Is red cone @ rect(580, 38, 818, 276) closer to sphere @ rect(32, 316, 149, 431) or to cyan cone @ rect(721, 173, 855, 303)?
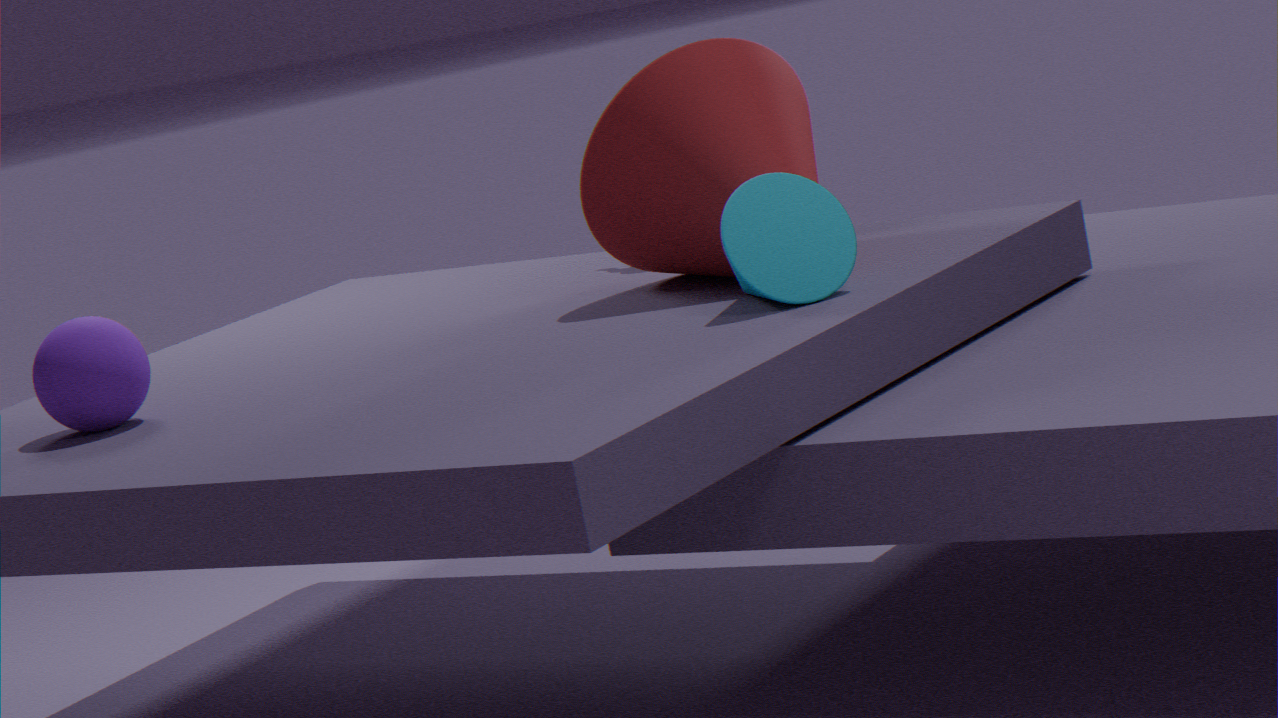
cyan cone @ rect(721, 173, 855, 303)
